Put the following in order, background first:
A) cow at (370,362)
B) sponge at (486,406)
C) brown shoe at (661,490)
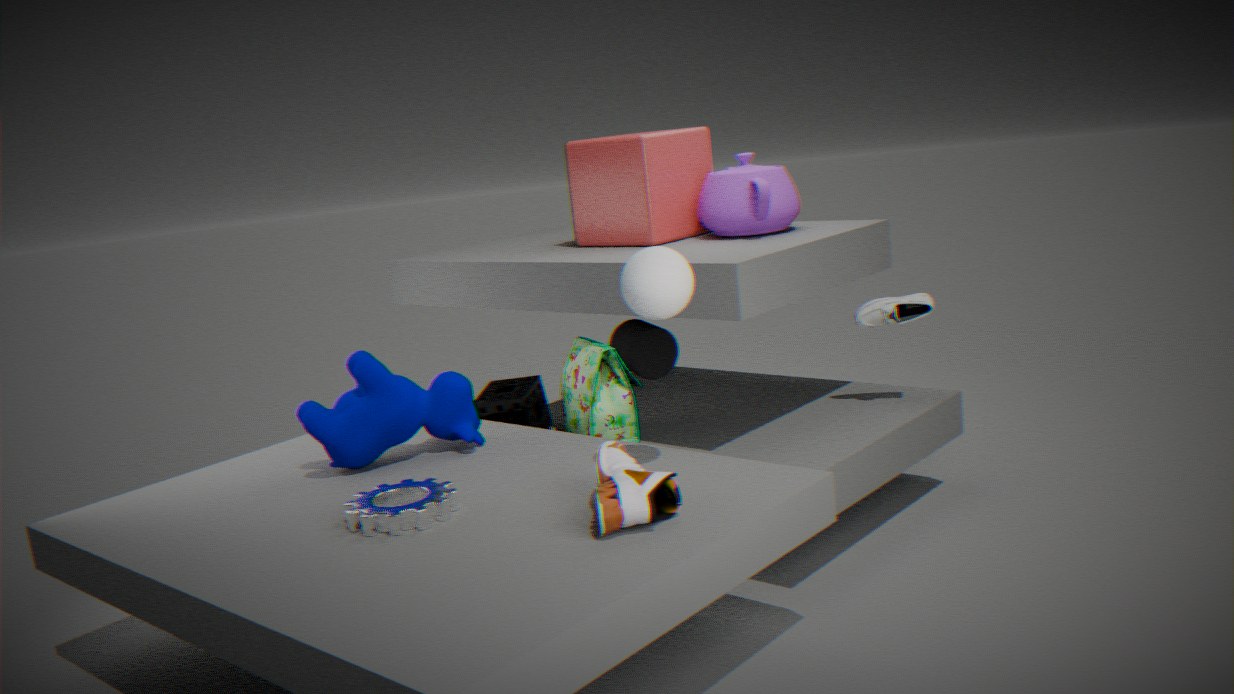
sponge at (486,406)
cow at (370,362)
brown shoe at (661,490)
